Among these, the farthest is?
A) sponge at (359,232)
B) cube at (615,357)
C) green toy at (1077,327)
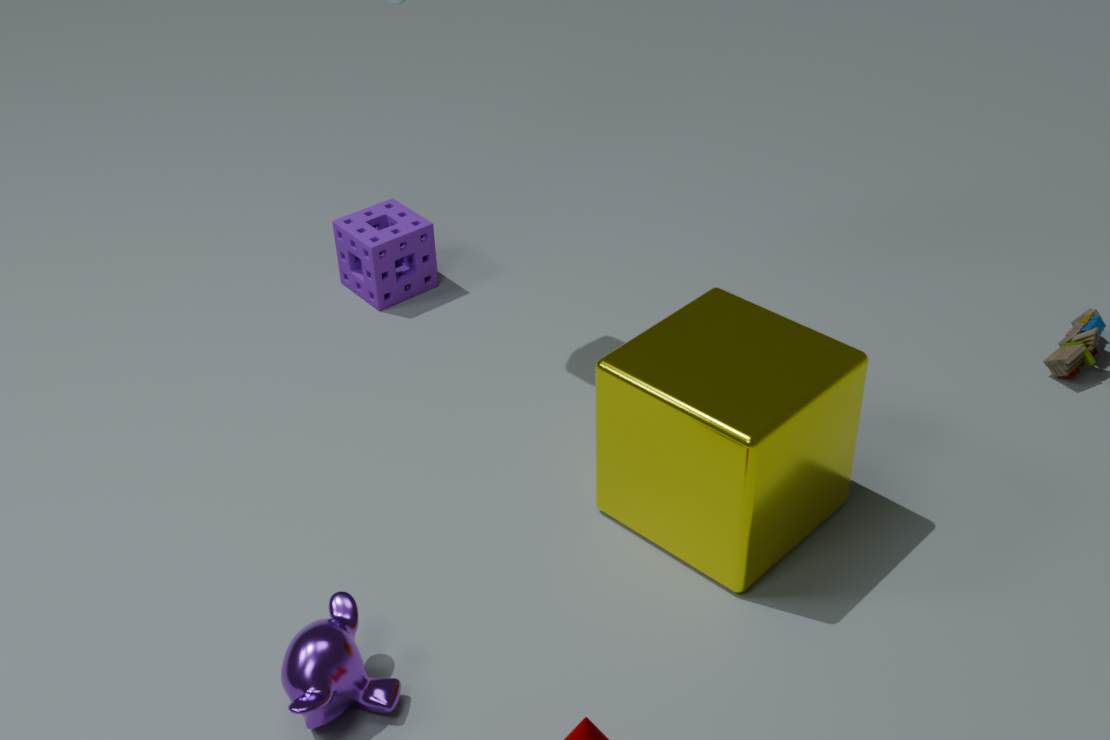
sponge at (359,232)
